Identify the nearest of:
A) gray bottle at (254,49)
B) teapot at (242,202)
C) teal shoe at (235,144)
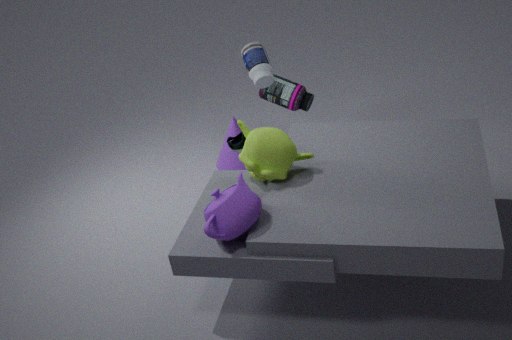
teapot at (242,202)
